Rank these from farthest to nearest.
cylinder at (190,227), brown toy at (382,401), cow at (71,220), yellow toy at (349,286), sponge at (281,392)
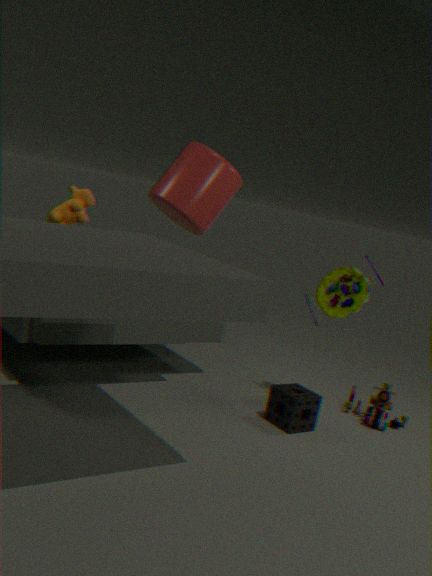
→ brown toy at (382,401)
cylinder at (190,227)
yellow toy at (349,286)
sponge at (281,392)
cow at (71,220)
